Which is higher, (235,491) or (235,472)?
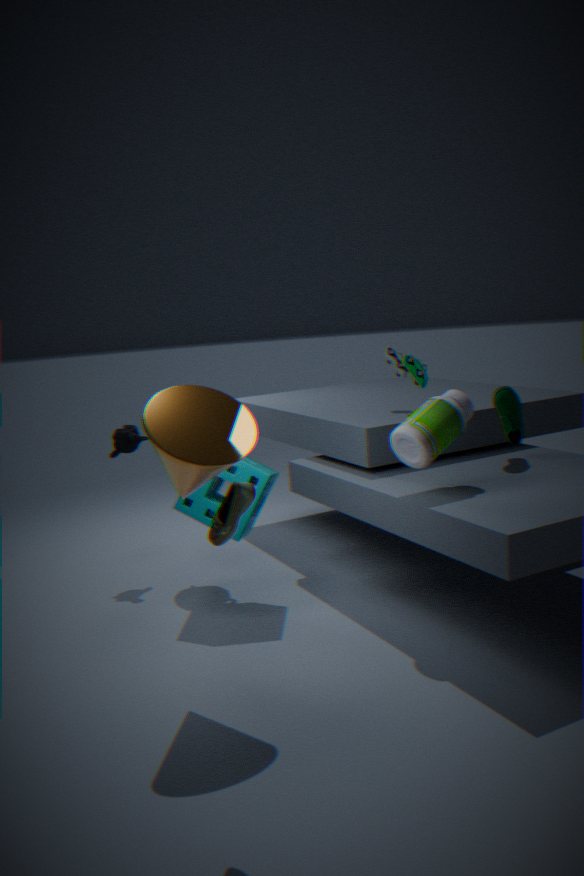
(235,491)
